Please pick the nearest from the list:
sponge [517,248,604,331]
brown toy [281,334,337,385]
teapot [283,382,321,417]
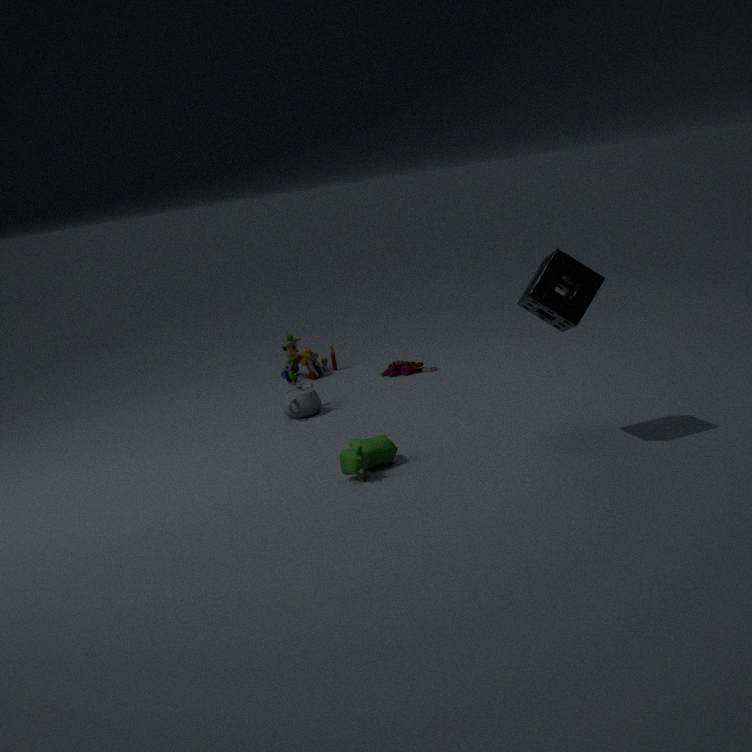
sponge [517,248,604,331]
